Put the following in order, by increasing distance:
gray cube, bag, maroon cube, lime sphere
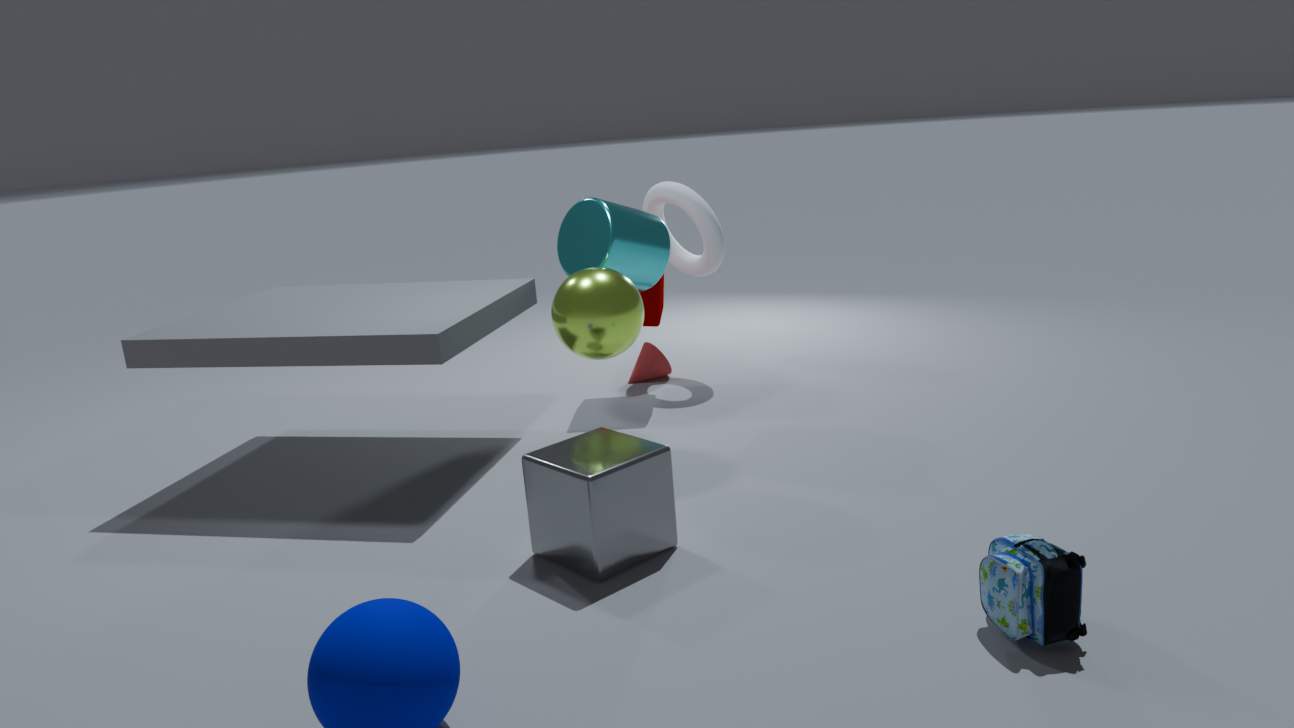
bag < gray cube < lime sphere < maroon cube
